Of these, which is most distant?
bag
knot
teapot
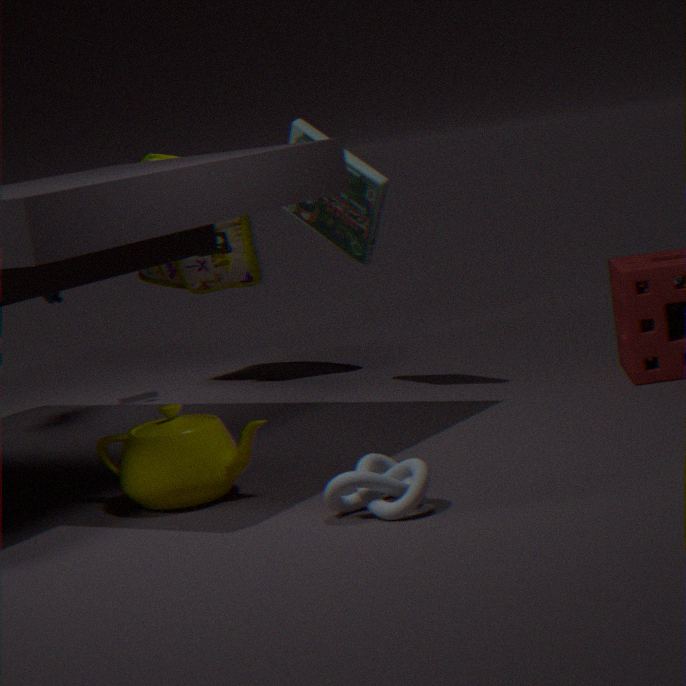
bag
